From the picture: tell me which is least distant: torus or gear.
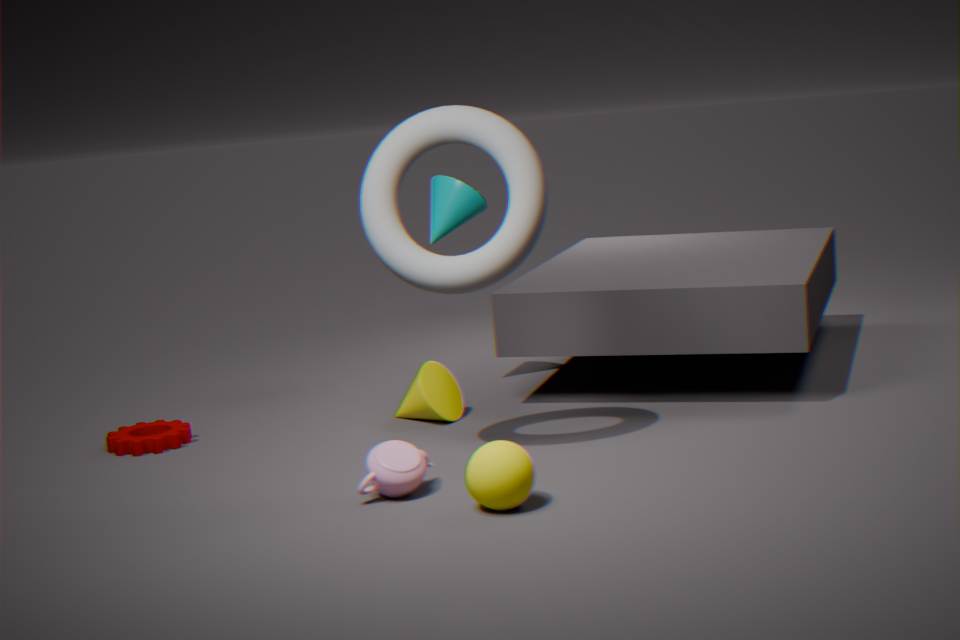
torus
